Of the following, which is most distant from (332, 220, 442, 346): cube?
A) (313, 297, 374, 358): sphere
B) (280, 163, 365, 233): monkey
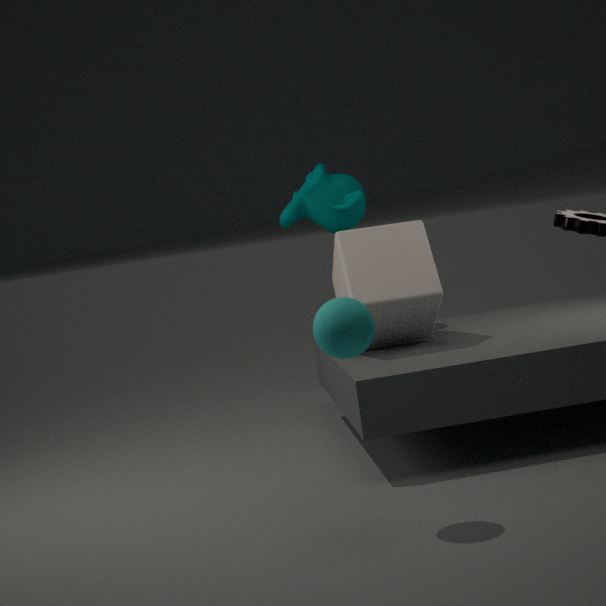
(313, 297, 374, 358): sphere
